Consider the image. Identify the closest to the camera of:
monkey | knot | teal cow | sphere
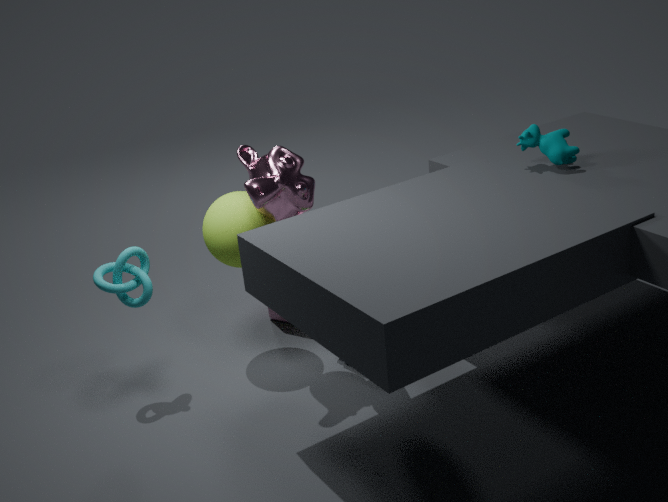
monkey
